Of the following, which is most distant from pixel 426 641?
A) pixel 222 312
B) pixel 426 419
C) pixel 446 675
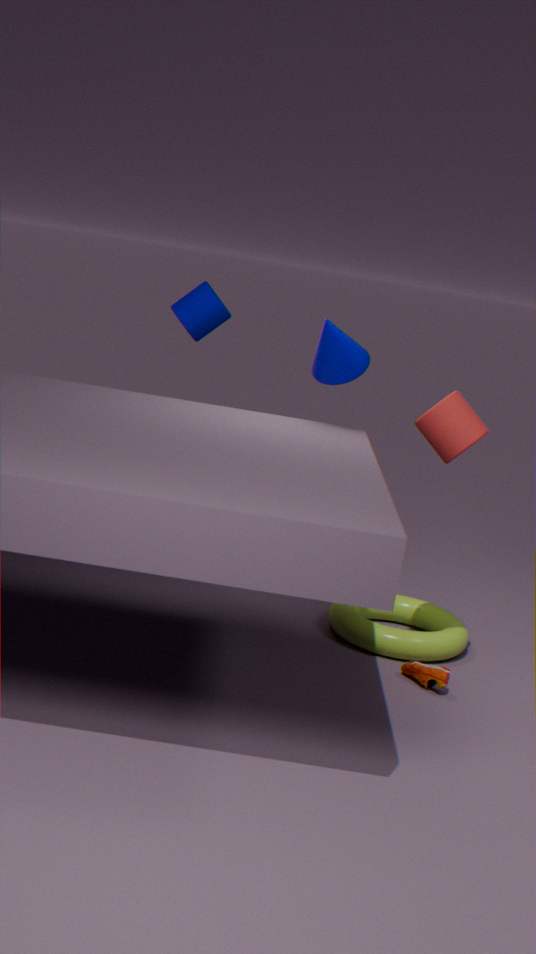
pixel 222 312
